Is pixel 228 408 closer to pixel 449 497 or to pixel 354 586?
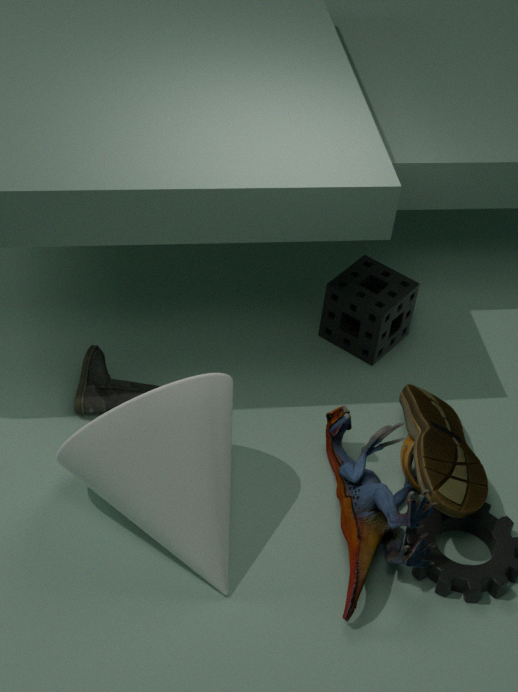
pixel 354 586
